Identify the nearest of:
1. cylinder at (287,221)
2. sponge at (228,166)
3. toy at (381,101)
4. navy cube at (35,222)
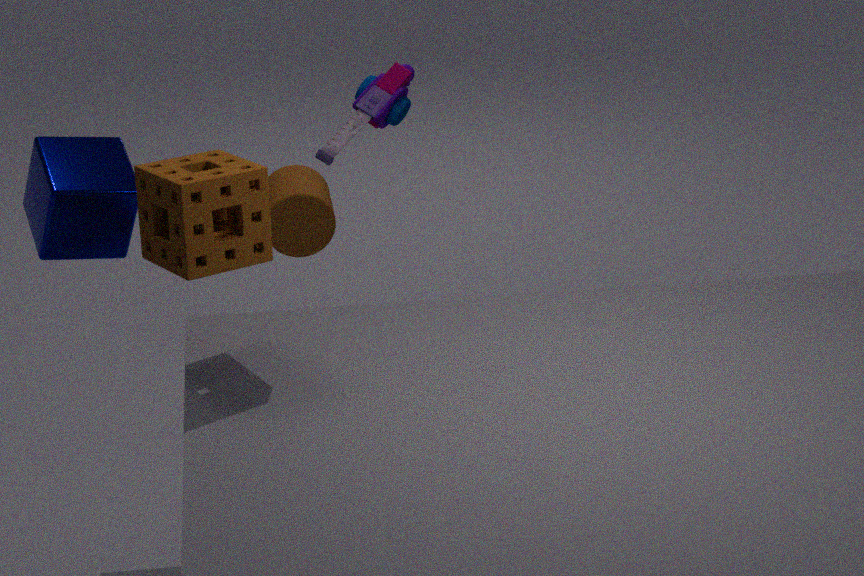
sponge at (228,166)
